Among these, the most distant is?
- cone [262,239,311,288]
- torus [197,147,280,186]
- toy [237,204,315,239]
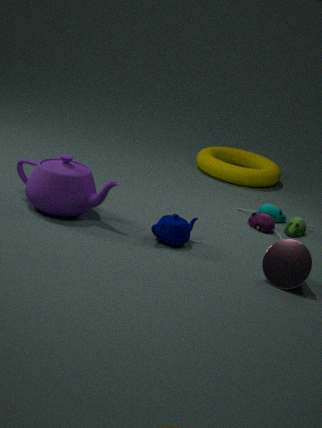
torus [197,147,280,186]
